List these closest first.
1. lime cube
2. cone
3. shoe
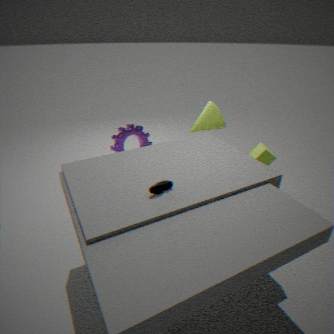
1. shoe
2. lime cube
3. cone
